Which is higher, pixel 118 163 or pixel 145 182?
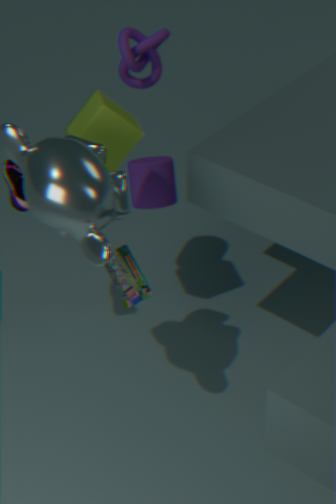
pixel 118 163
